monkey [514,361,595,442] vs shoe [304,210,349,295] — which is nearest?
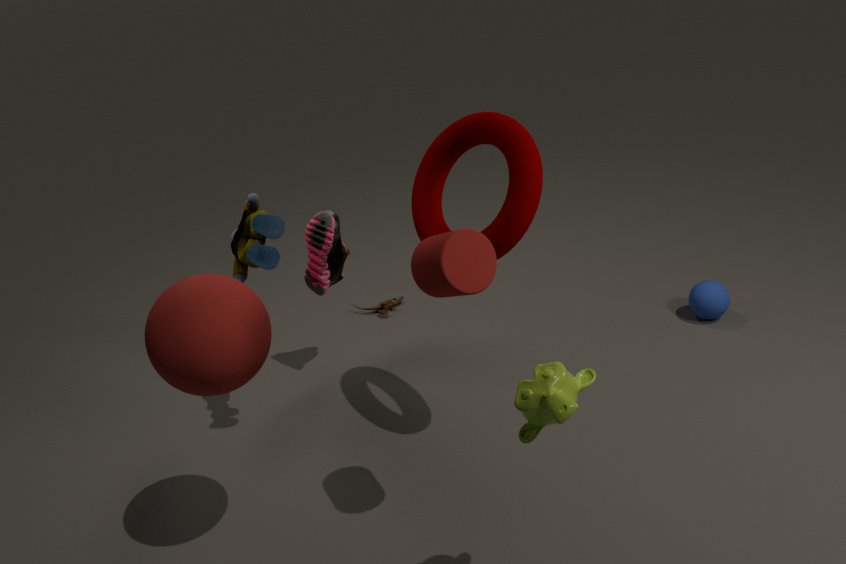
monkey [514,361,595,442]
